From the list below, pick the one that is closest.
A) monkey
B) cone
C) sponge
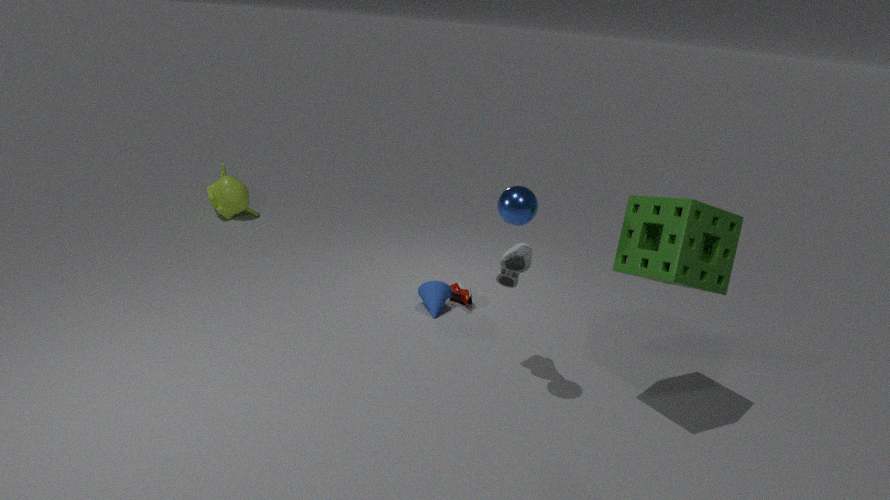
sponge
